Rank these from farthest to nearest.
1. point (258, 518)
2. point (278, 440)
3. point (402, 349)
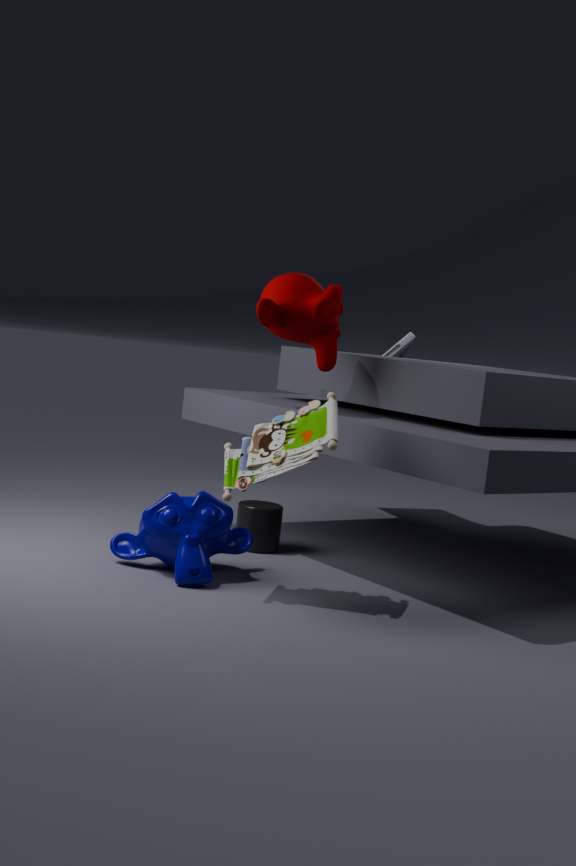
point (402, 349) → point (258, 518) → point (278, 440)
